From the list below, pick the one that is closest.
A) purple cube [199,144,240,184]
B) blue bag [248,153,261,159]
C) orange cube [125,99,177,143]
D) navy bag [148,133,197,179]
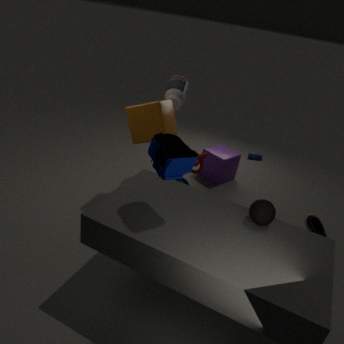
navy bag [148,133,197,179]
